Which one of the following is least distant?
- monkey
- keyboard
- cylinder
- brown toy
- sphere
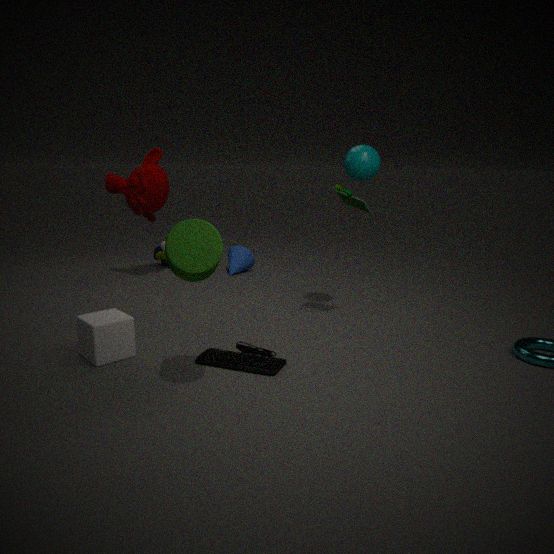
cylinder
